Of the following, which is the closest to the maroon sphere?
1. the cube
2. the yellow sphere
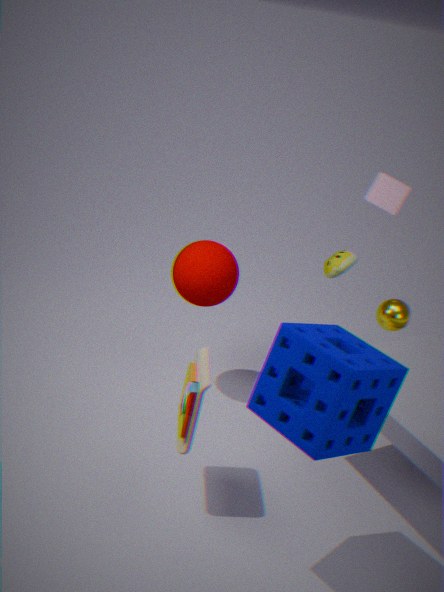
the yellow sphere
